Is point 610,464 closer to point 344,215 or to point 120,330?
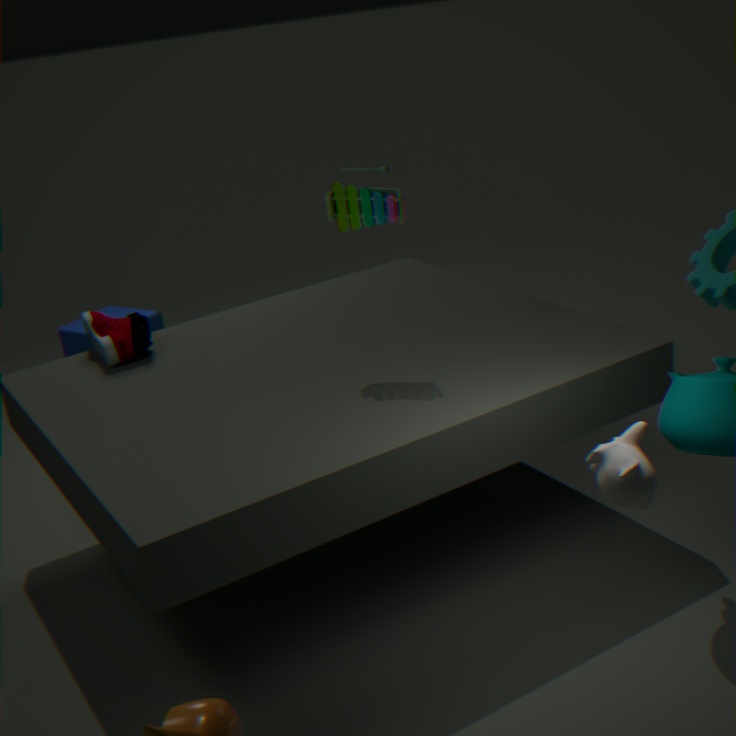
point 344,215
